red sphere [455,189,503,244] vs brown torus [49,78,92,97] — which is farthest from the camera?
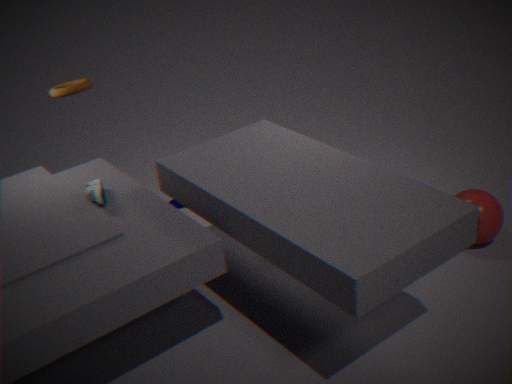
red sphere [455,189,503,244]
